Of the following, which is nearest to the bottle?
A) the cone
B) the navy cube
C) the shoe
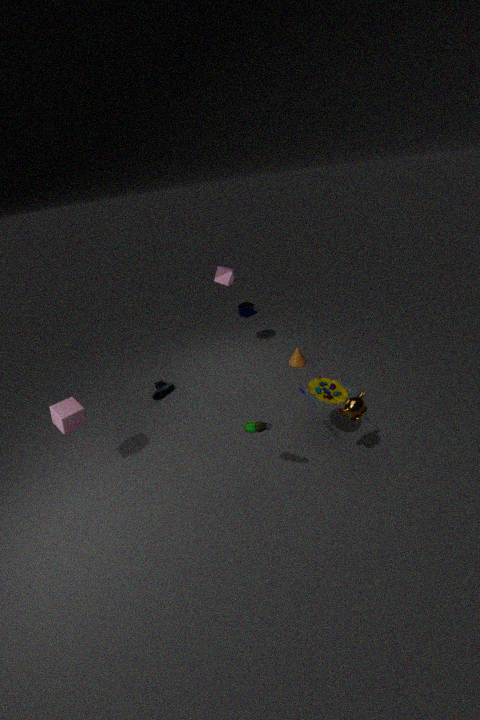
the shoe
